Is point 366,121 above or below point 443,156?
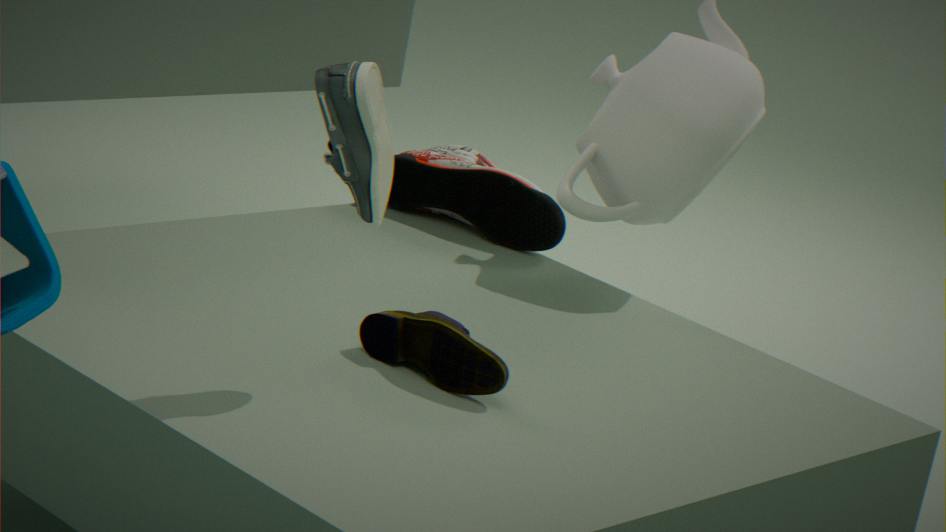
above
